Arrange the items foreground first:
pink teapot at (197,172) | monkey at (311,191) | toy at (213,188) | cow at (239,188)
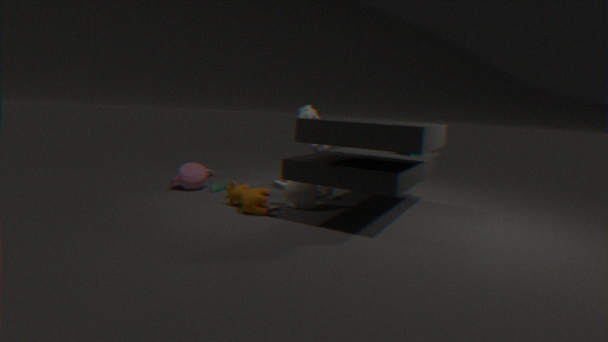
cow at (239,188), monkey at (311,191), pink teapot at (197,172), toy at (213,188)
